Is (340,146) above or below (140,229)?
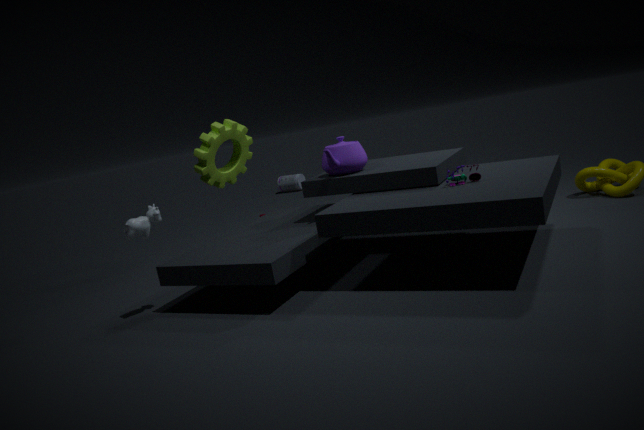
above
